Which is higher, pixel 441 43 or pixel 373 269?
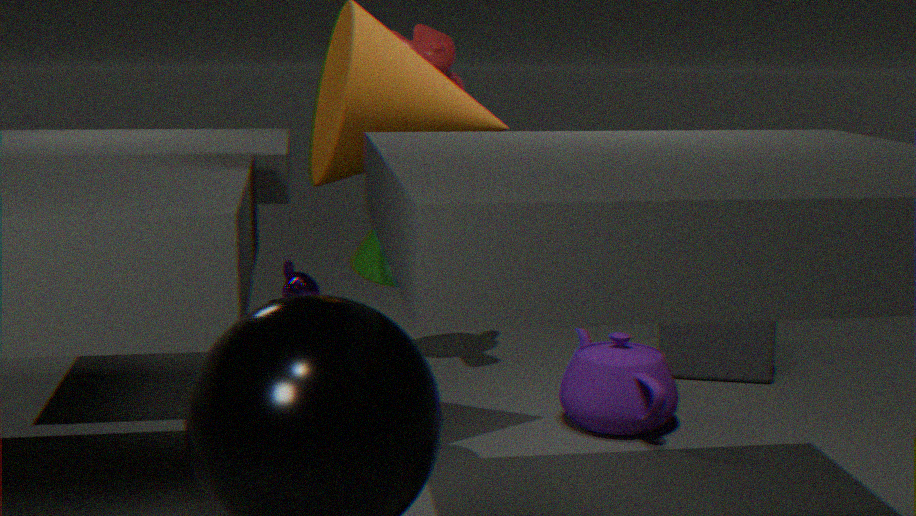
pixel 441 43
